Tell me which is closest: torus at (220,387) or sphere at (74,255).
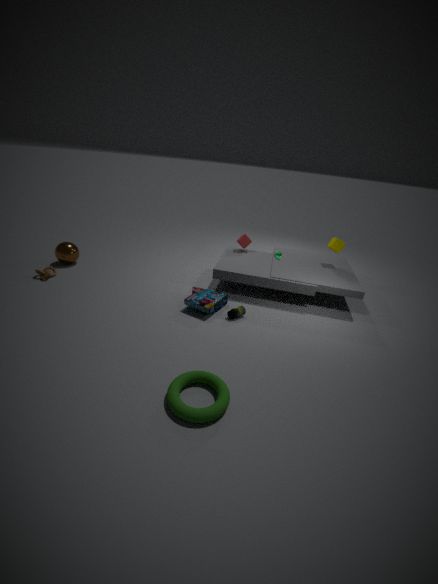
torus at (220,387)
